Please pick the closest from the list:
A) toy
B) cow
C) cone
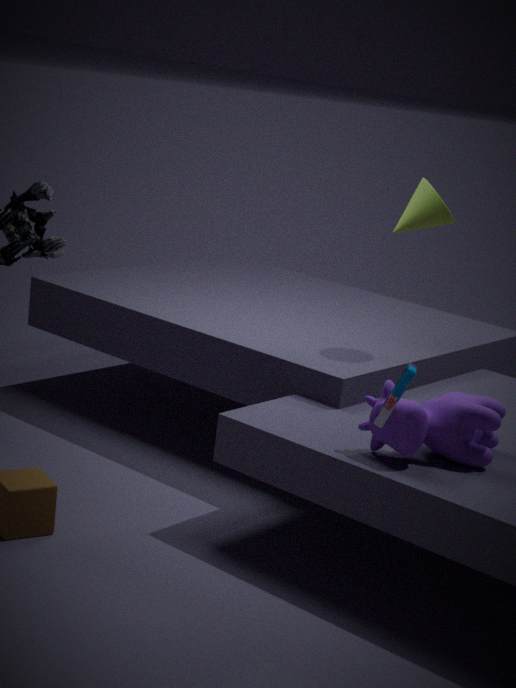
toy
